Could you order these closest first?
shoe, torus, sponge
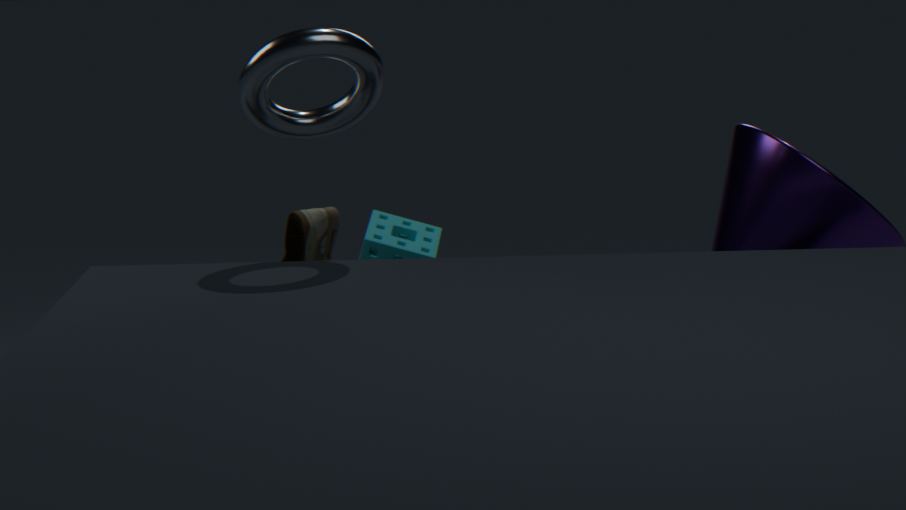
1. torus
2. shoe
3. sponge
